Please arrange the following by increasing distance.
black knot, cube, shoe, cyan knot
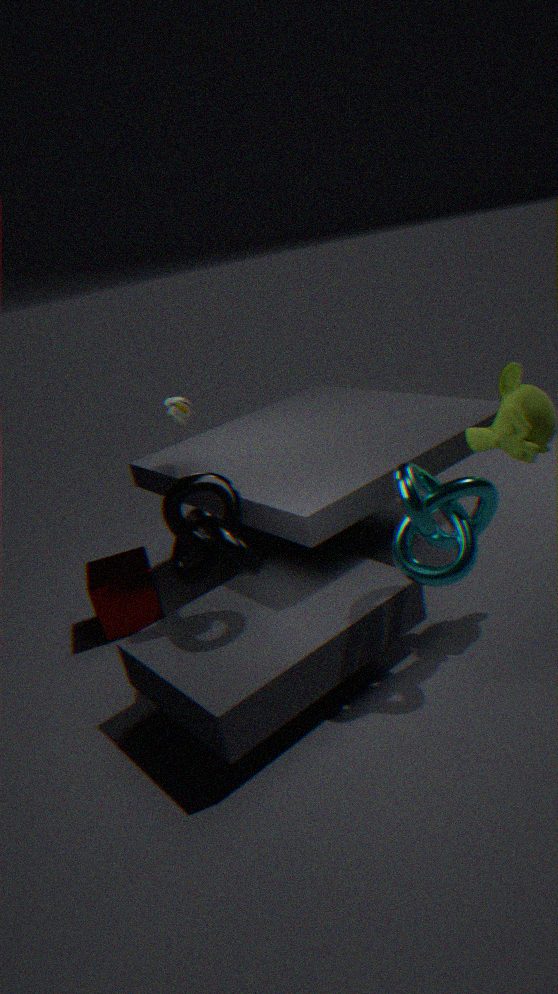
cyan knot
black knot
shoe
cube
